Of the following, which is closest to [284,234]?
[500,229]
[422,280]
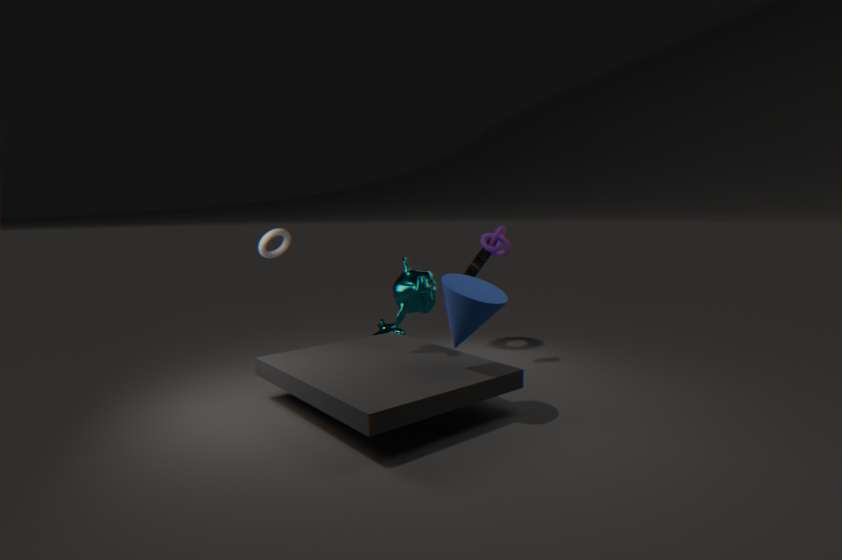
[422,280]
